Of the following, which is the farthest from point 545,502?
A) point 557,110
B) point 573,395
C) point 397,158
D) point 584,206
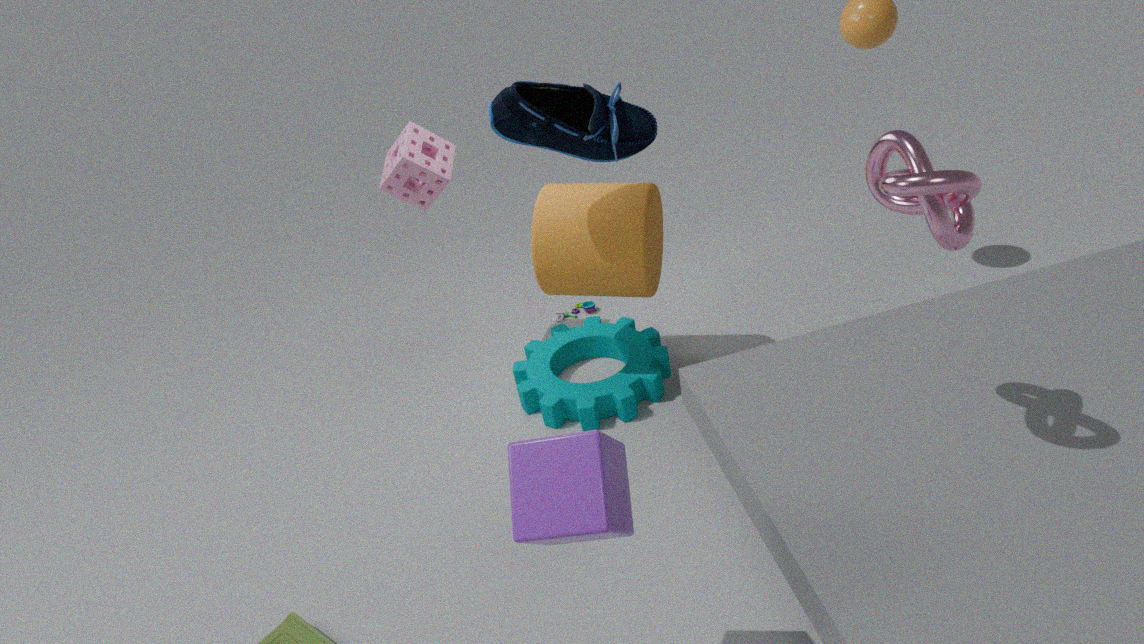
point 397,158
